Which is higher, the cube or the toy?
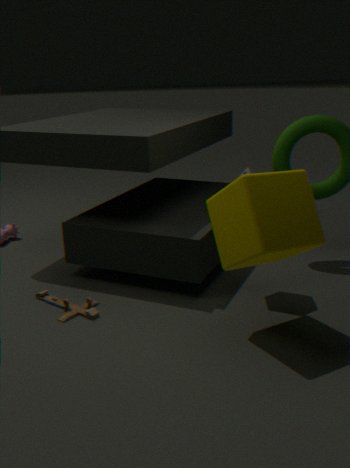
the cube
